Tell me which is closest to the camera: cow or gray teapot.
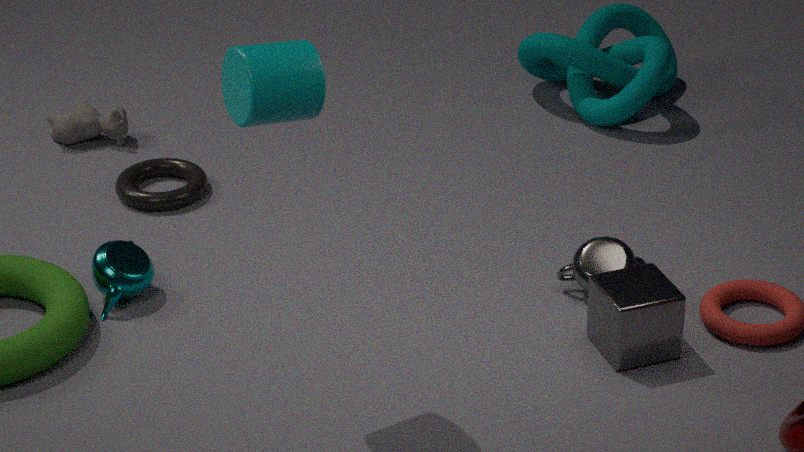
gray teapot
